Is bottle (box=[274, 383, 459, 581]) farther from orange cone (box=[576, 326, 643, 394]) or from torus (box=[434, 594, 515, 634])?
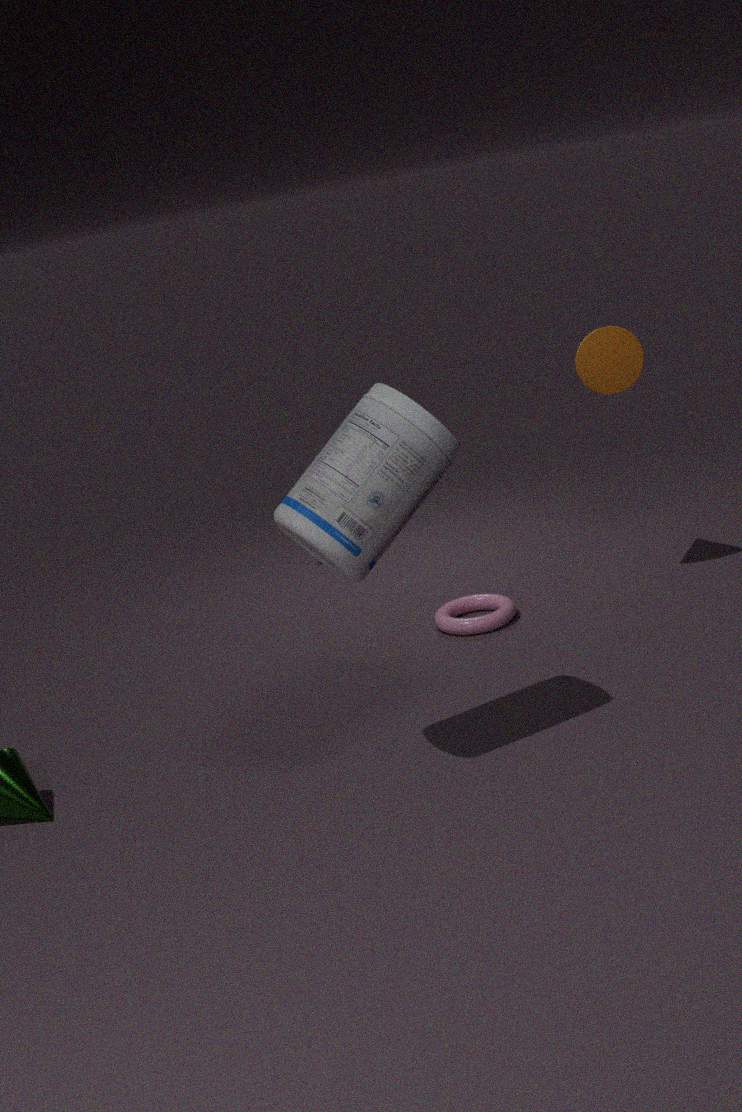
torus (box=[434, 594, 515, 634])
